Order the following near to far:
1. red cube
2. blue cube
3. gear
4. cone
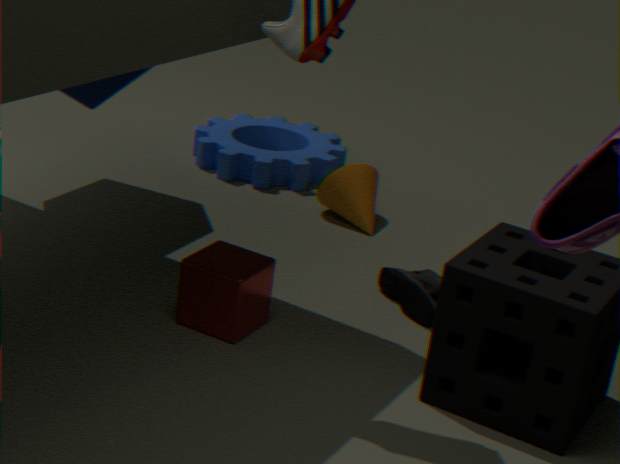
1. red cube
2. blue cube
3. cone
4. gear
